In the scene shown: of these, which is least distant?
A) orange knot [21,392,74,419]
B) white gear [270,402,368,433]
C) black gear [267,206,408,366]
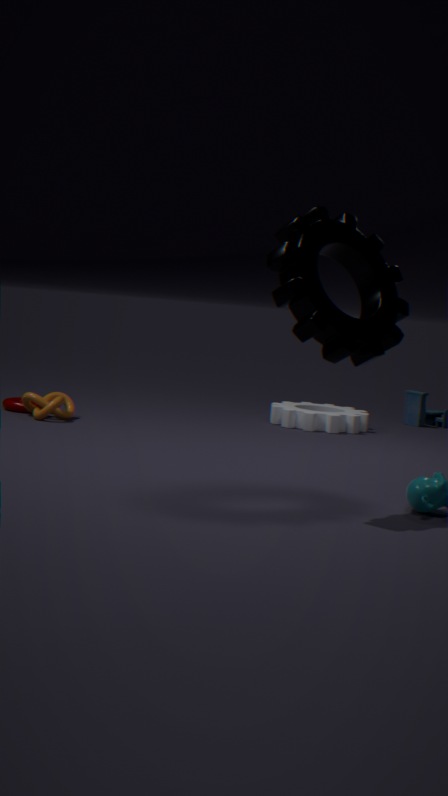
black gear [267,206,408,366]
